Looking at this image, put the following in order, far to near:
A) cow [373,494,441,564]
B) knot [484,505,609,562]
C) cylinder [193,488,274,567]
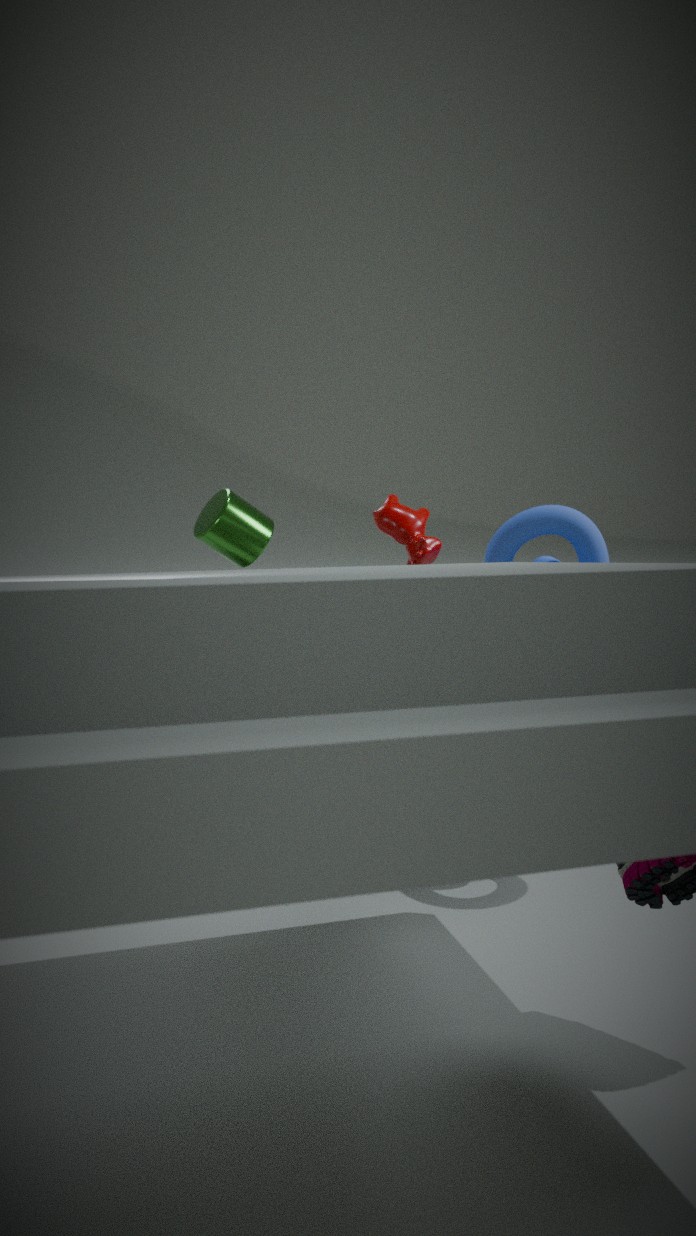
cylinder [193,488,274,567]
cow [373,494,441,564]
knot [484,505,609,562]
